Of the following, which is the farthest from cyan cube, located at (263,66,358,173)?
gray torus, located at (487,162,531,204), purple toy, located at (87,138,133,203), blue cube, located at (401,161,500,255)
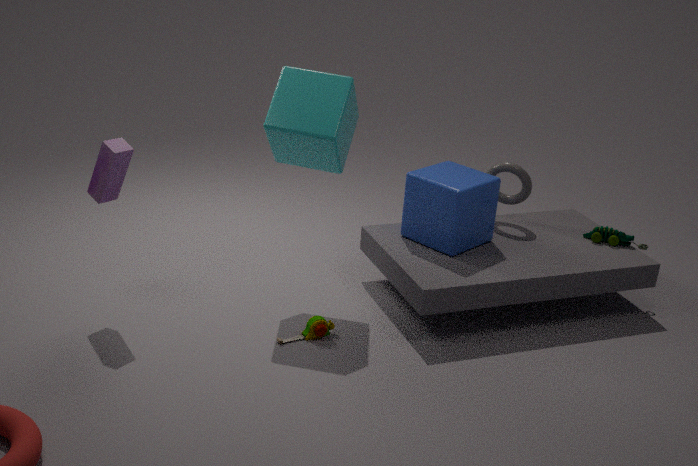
gray torus, located at (487,162,531,204)
